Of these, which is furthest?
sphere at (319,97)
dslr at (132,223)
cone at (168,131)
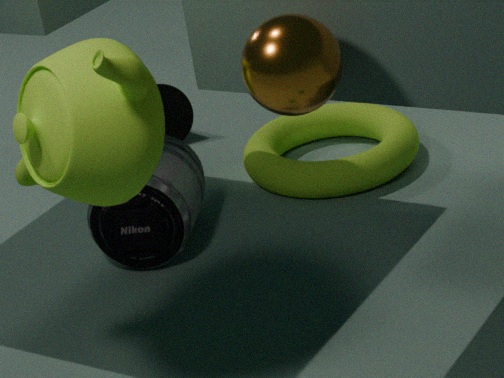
cone at (168,131)
